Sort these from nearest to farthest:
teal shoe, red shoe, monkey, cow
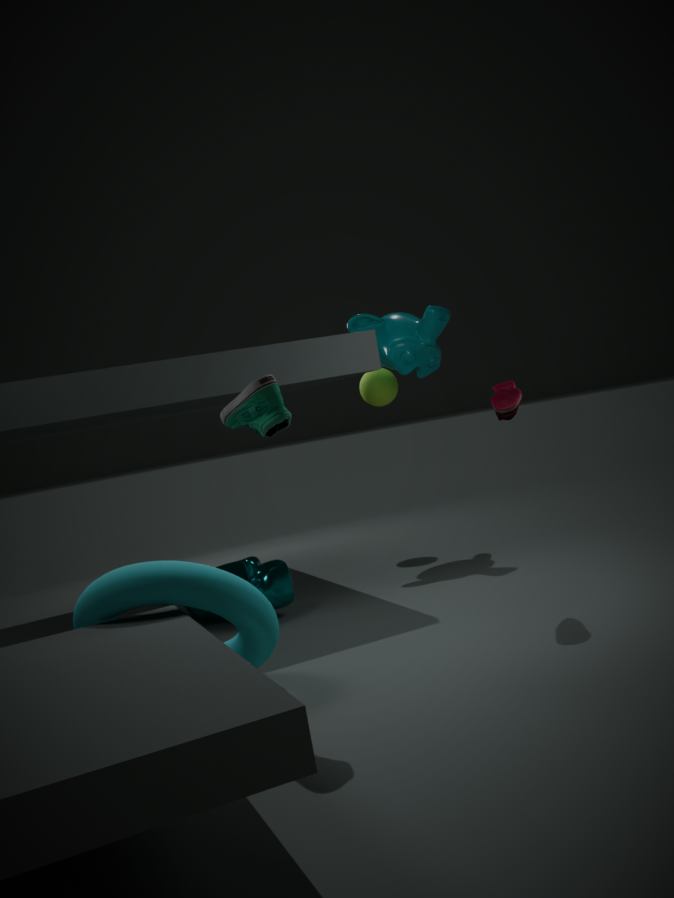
teal shoe
red shoe
cow
monkey
